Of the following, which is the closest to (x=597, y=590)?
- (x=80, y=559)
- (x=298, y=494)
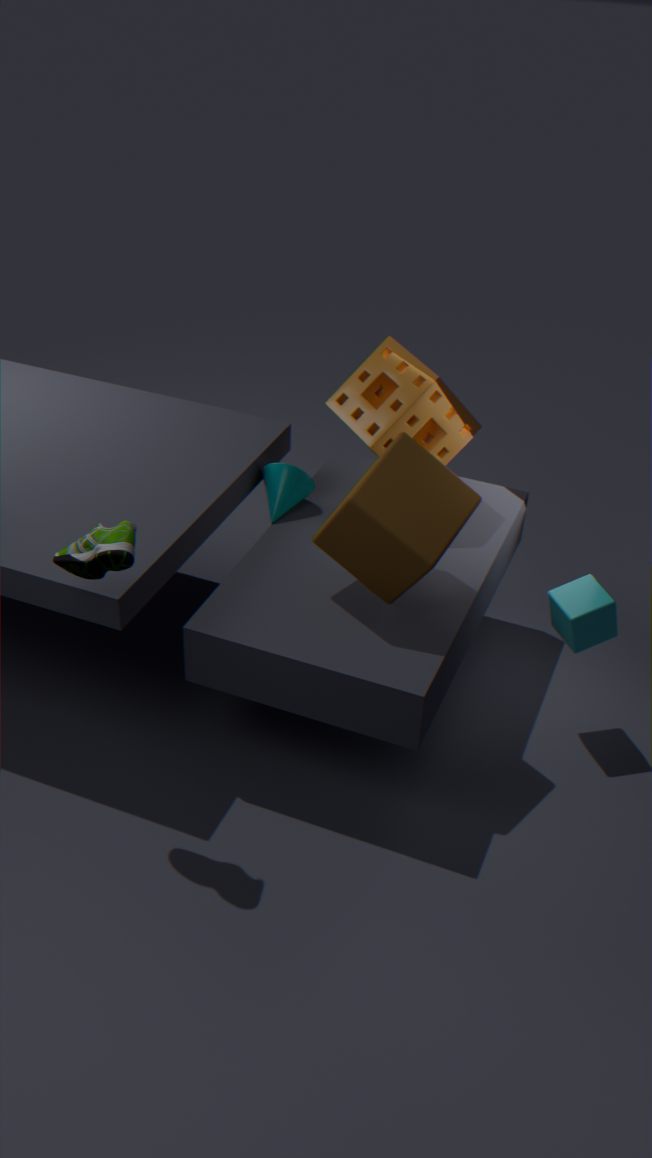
(x=298, y=494)
